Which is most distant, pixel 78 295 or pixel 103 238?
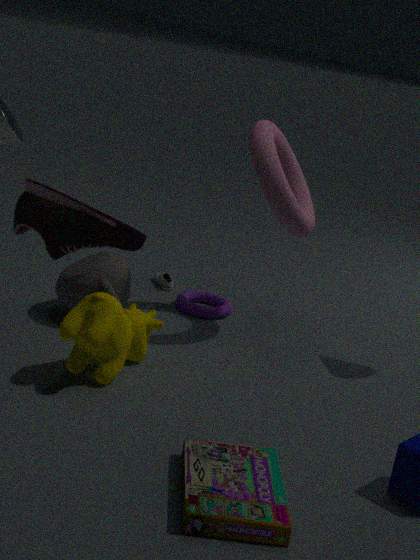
pixel 78 295
